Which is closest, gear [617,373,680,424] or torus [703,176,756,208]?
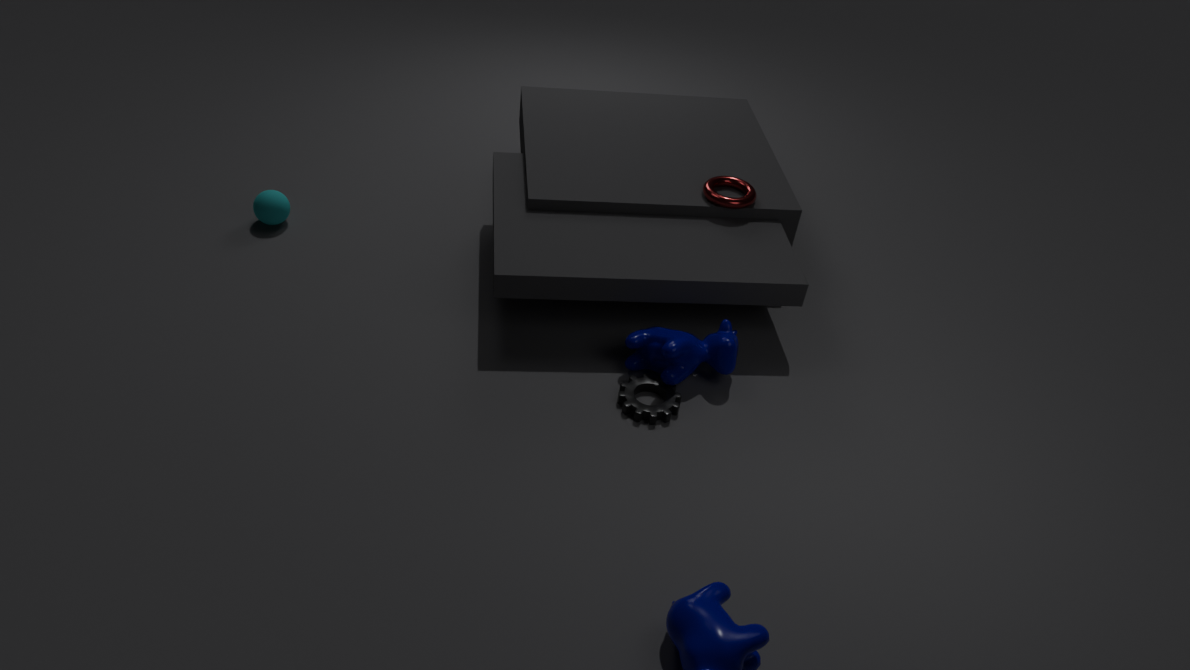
gear [617,373,680,424]
